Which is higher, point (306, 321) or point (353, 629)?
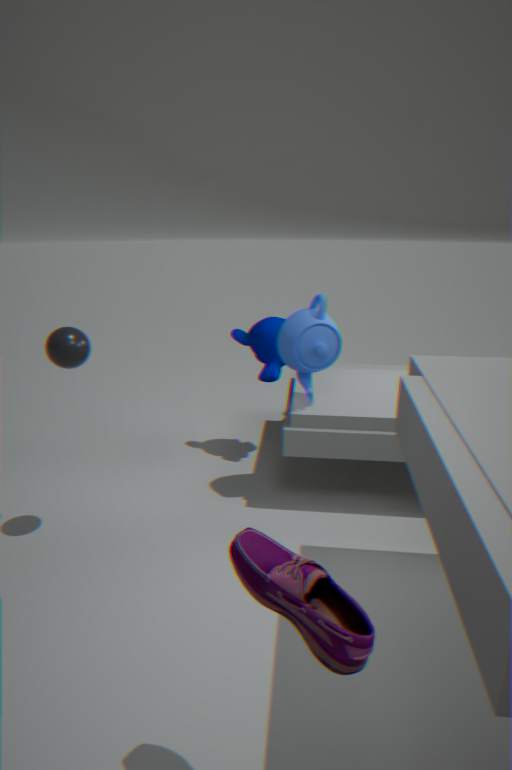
point (306, 321)
